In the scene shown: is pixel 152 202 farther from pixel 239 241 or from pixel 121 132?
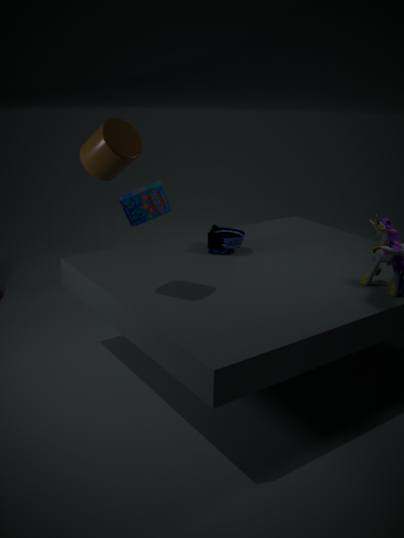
pixel 121 132
